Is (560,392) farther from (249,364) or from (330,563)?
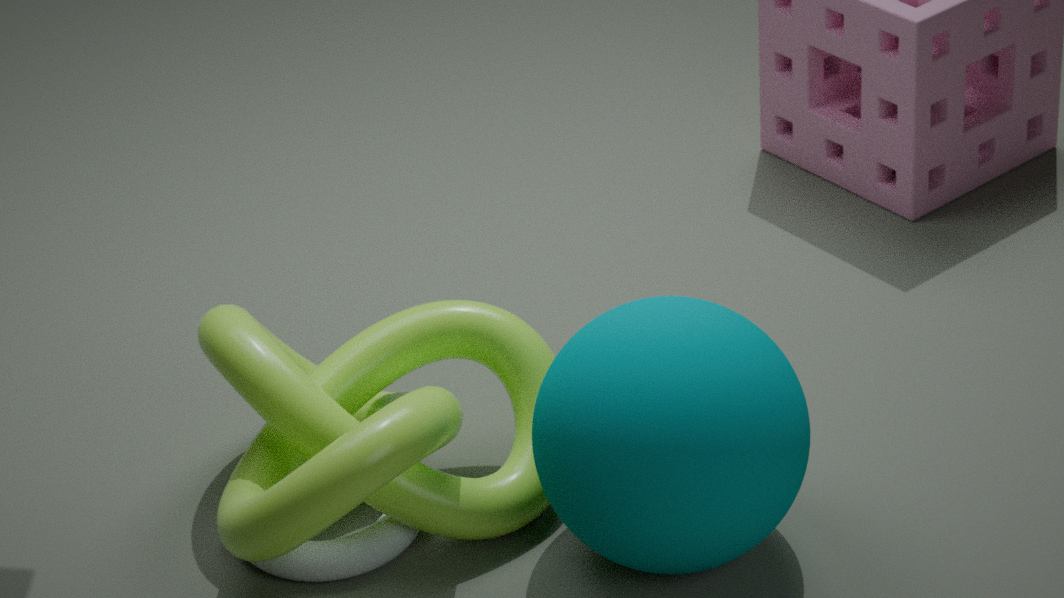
(330,563)
